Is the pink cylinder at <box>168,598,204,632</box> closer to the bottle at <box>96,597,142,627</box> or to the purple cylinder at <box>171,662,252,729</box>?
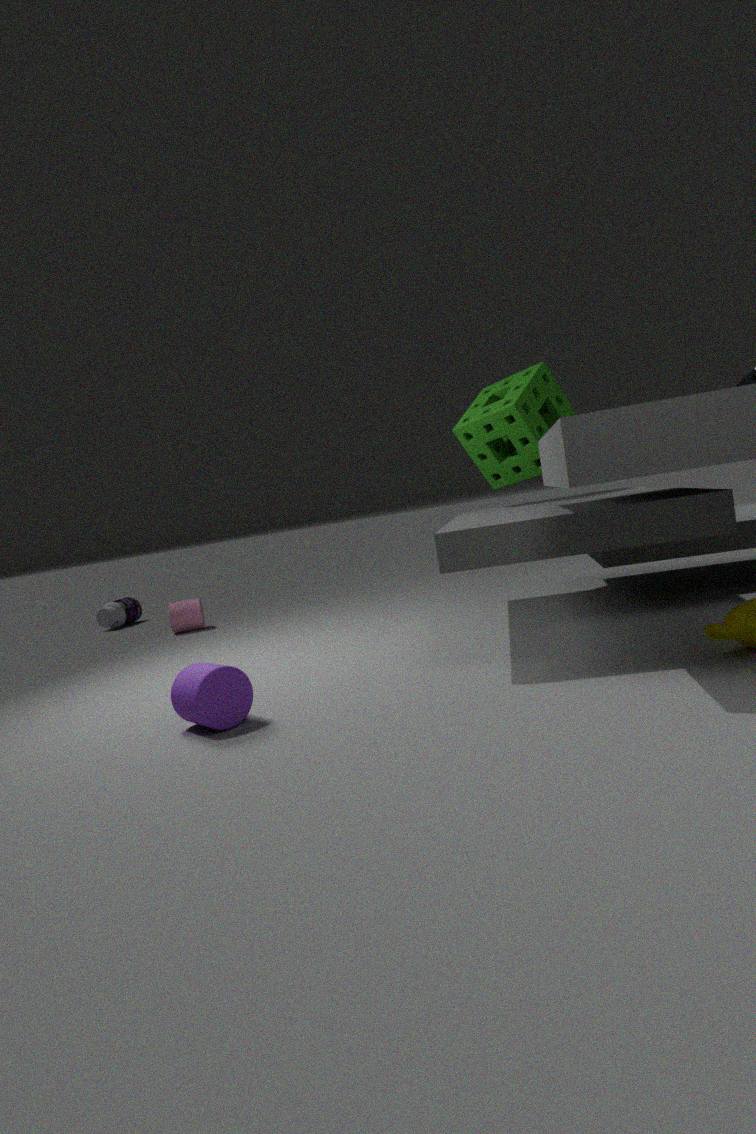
the bottle at <box>96,597,142,627</box>
